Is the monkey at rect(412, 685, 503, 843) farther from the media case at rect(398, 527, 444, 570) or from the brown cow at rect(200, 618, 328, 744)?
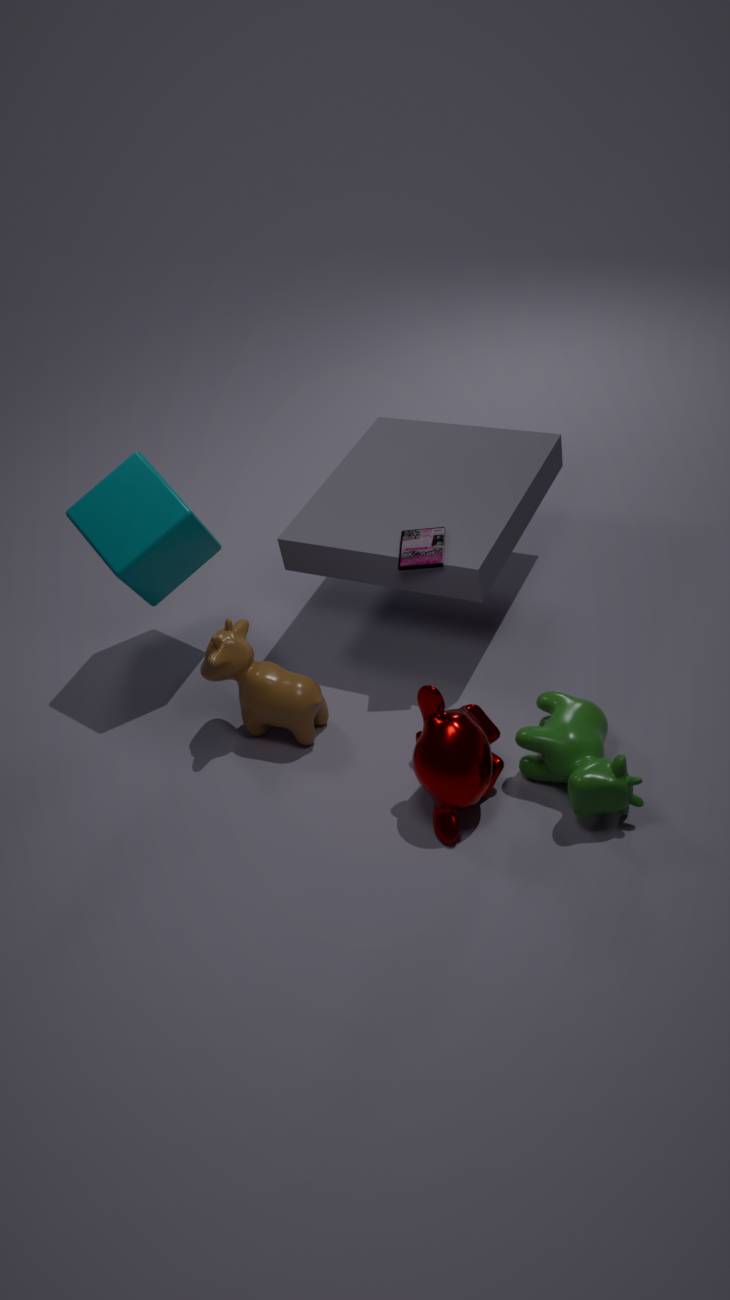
the media case at rect(398, 527, 444, 570)
